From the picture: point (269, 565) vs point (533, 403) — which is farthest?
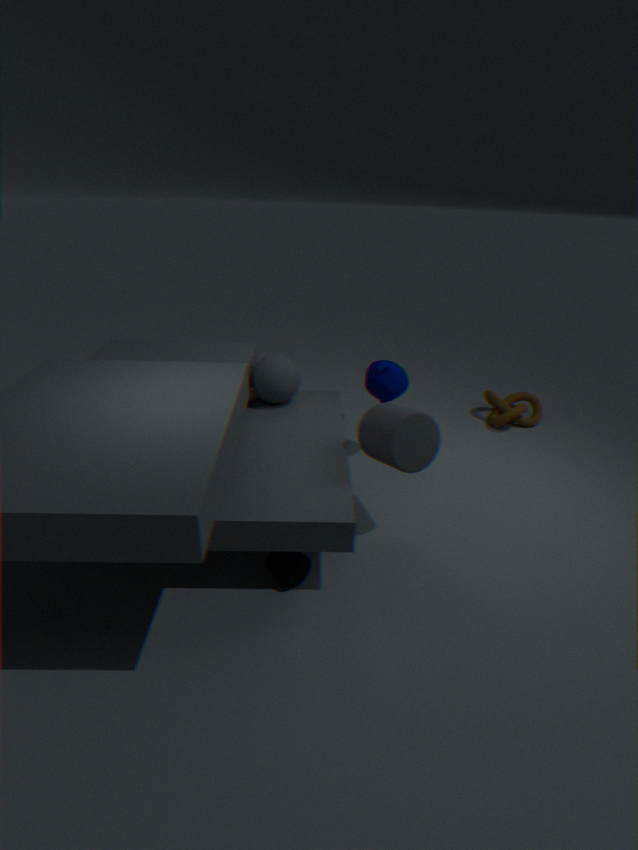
point (533, 403)
